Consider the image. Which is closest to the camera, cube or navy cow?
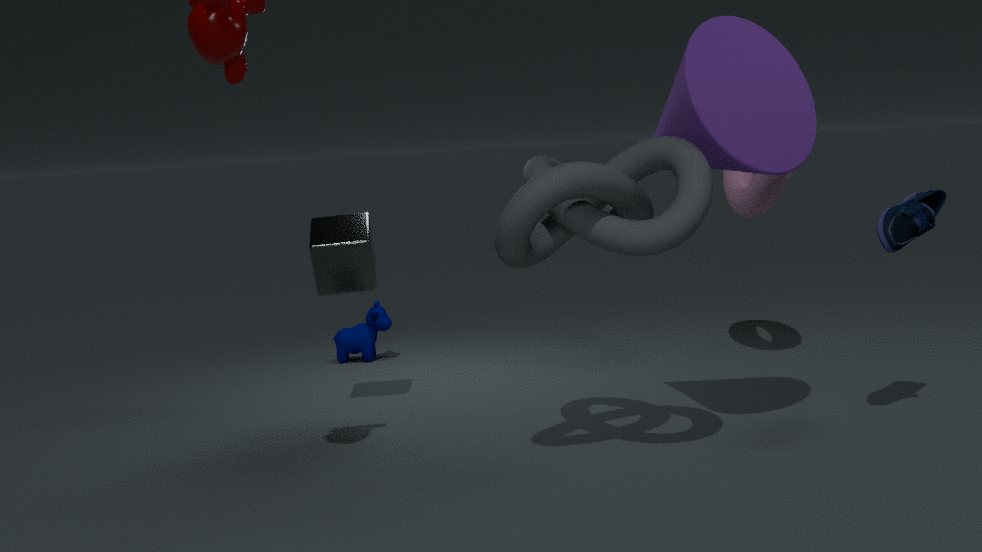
cube
